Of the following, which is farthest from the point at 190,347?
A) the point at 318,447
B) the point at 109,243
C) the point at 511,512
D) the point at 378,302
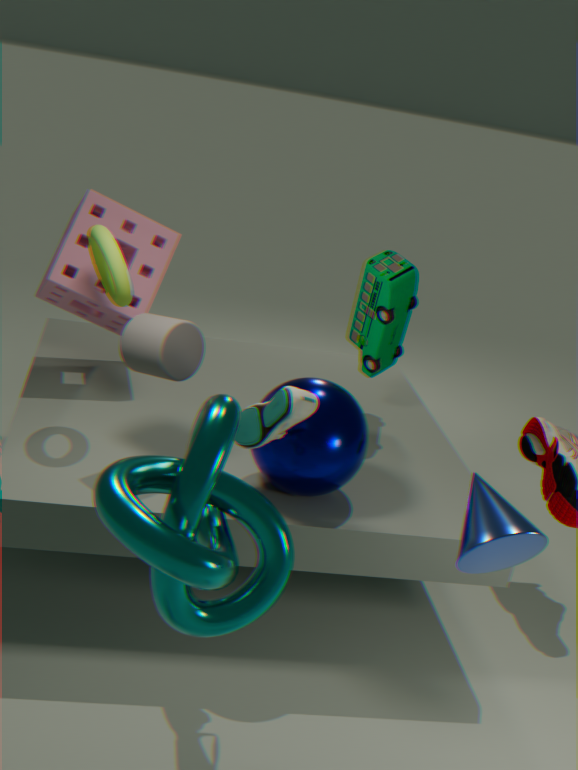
the point at 511,512
